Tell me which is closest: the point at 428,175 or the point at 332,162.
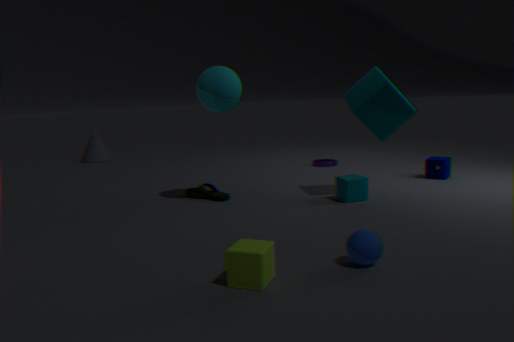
the point at 428,175
